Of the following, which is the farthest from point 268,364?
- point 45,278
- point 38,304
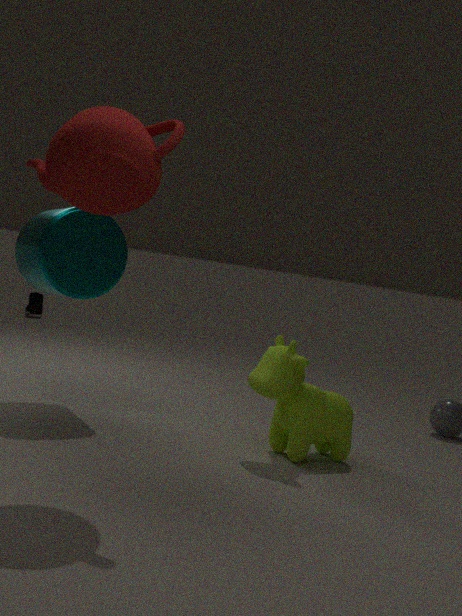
point 38,304
